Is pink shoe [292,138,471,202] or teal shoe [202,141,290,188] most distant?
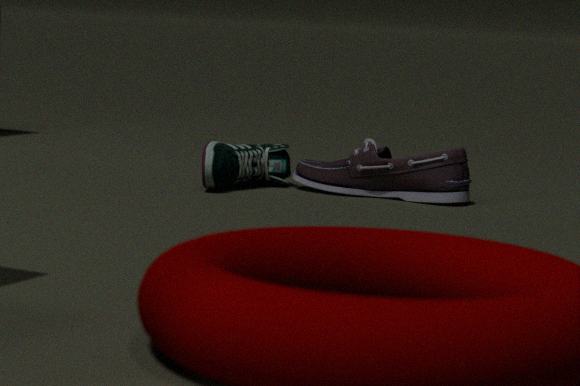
teal shoe [202,141,290,188]
